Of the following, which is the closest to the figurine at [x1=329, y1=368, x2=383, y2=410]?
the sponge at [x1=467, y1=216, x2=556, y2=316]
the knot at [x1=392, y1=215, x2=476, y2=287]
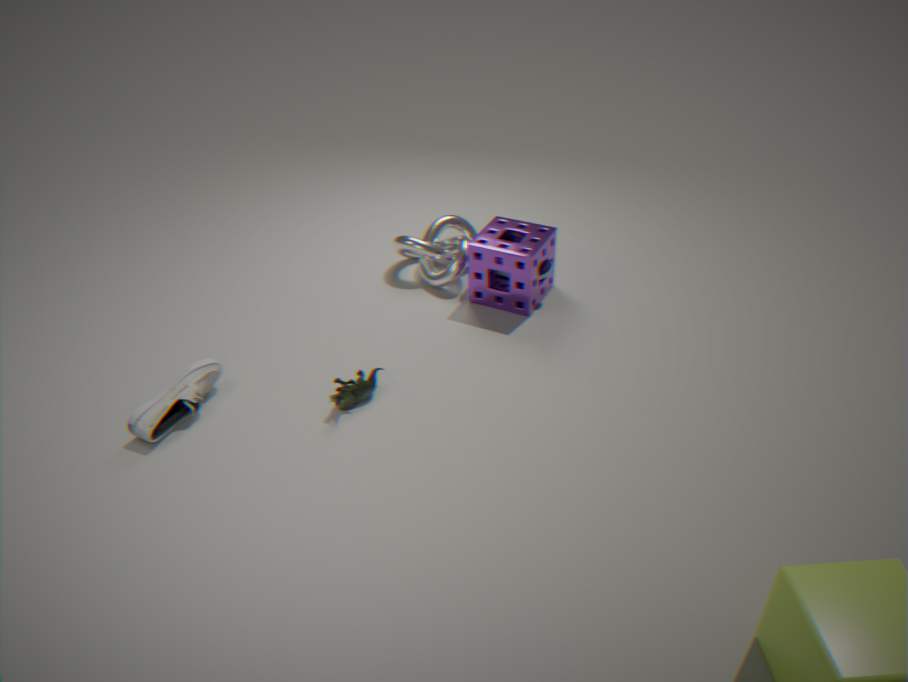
the sponge at [x1=467, y1=216, x2=556, y2=316]
